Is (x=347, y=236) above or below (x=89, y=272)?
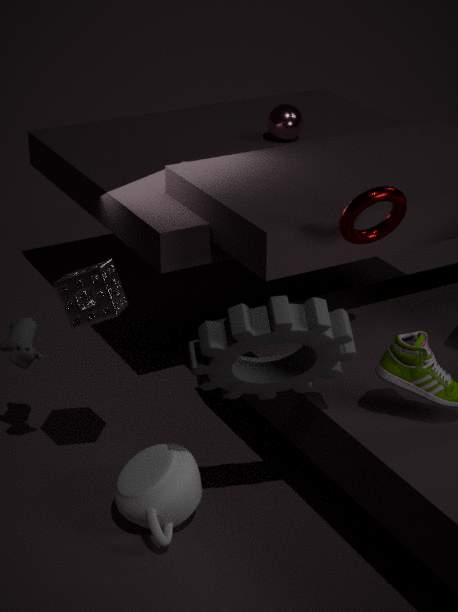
above
